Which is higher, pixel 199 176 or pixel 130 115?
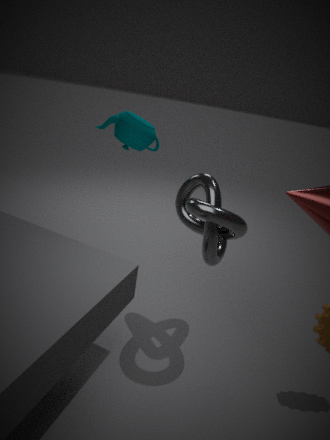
pixel 130 115
